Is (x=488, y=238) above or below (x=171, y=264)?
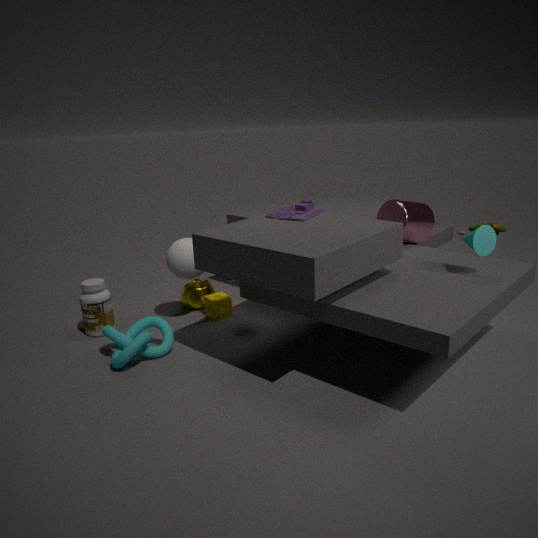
above
